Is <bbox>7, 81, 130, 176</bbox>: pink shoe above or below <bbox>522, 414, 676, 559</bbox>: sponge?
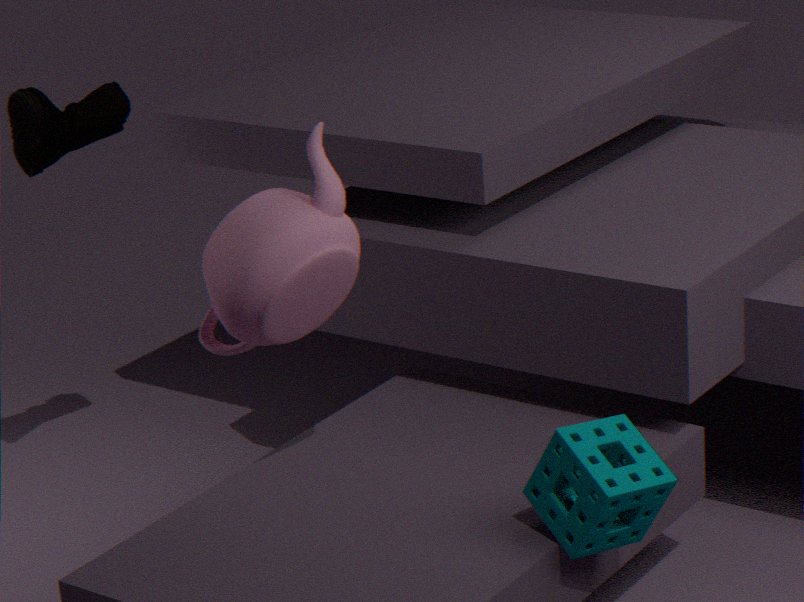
above
